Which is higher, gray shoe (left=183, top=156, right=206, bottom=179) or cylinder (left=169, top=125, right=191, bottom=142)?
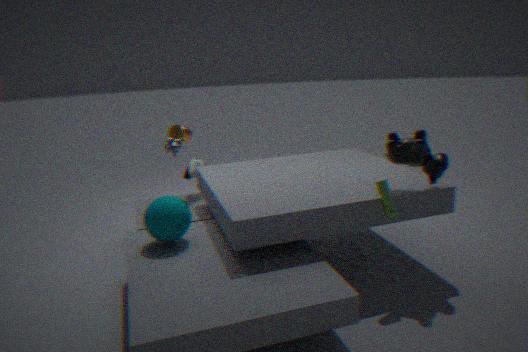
cylinder (left=169, top=125, right=191, bottom=142)
